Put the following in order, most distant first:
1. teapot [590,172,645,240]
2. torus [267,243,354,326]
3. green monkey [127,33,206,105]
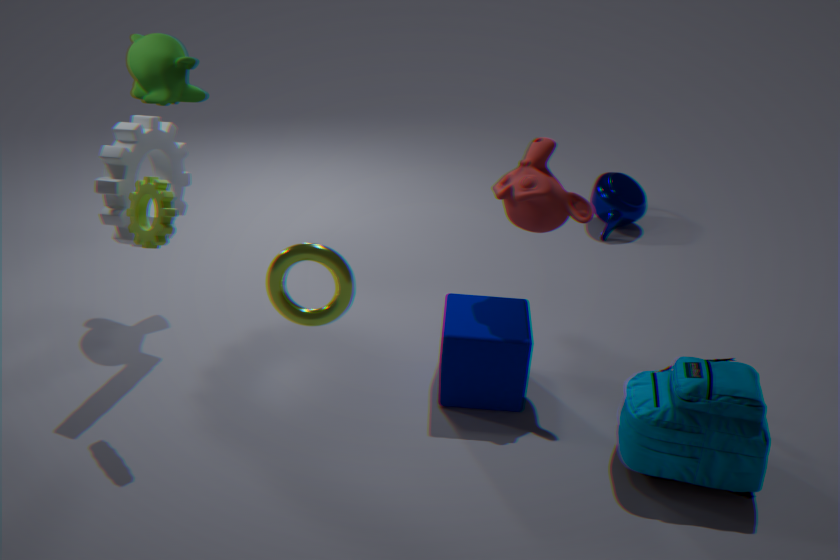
teapot [590,172,645,240] → green monkey [127,33,206,105] → torus [267,243,354,326]
